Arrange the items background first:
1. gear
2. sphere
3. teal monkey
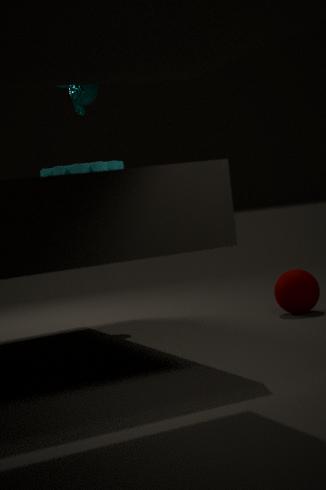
teal monkey
sphere
gear
